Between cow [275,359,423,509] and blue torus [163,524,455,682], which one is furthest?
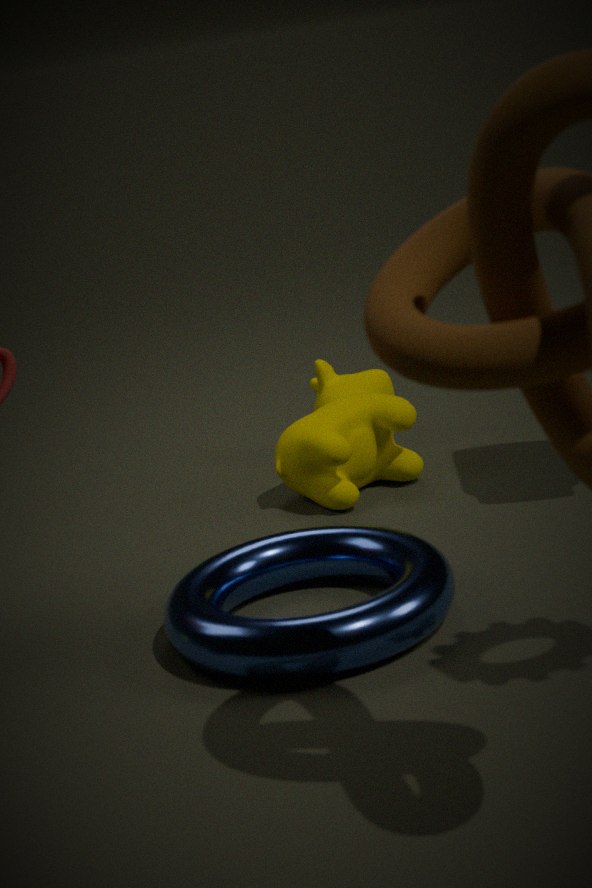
cow [275,359,423,509]
